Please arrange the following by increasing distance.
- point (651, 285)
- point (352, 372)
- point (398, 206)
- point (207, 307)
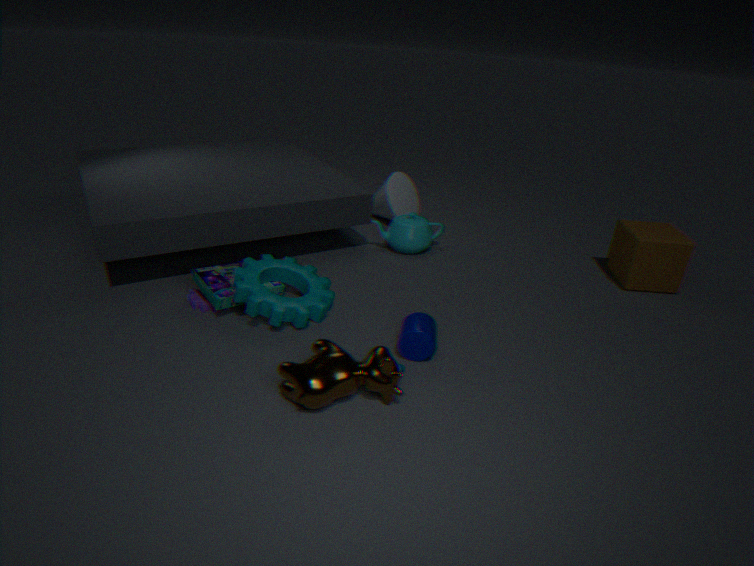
point (352, 372) < point (207, 307) < point (651, 285) < point (398, 206)
